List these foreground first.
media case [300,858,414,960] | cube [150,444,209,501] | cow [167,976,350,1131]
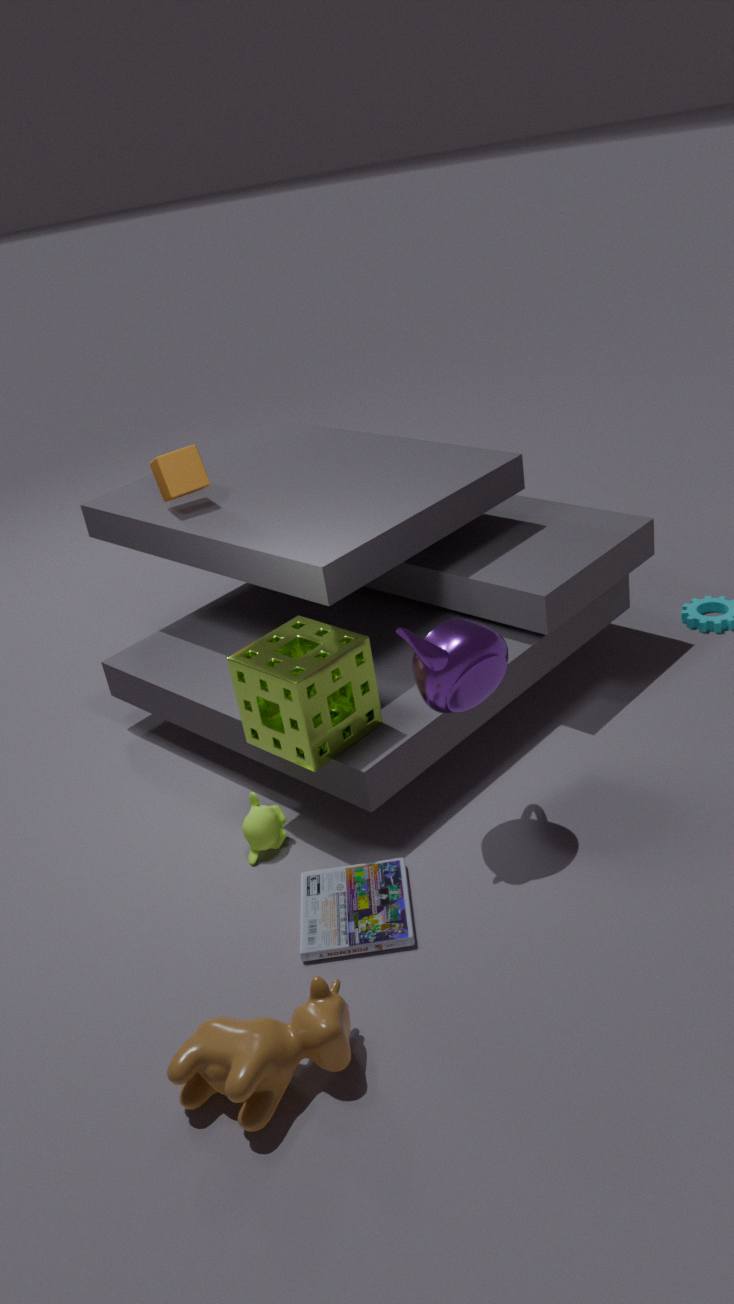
1. cow [167,976,350,1131]
2. media case [300,858,414,960]
3. cube [150,444,209,501]
